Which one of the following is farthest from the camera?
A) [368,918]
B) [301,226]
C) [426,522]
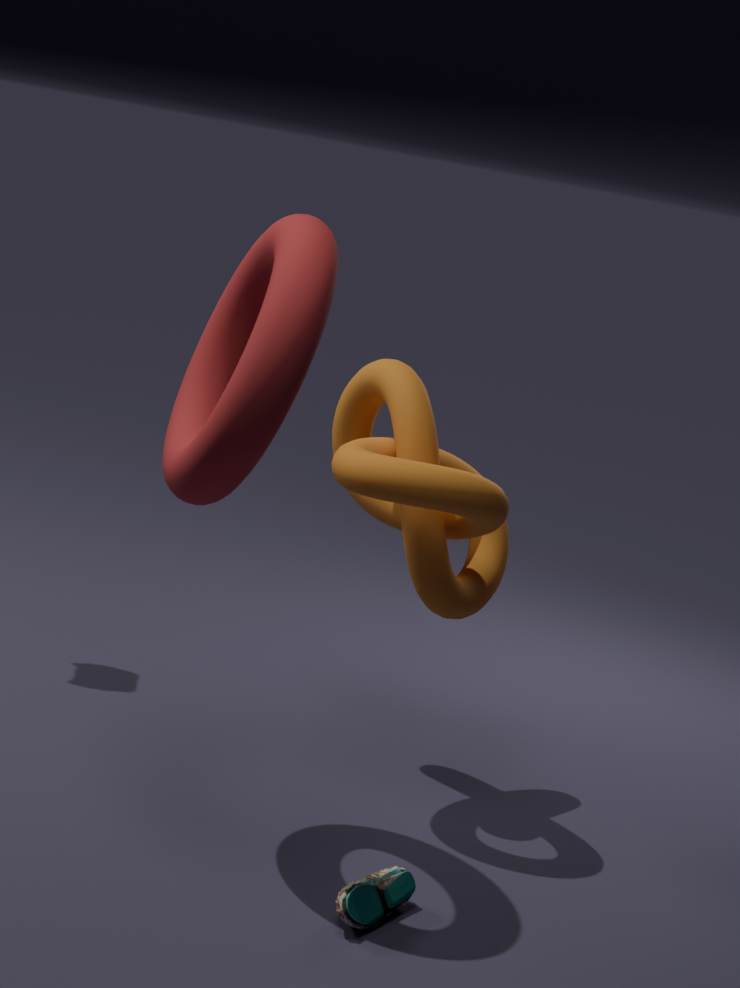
[426,522]
